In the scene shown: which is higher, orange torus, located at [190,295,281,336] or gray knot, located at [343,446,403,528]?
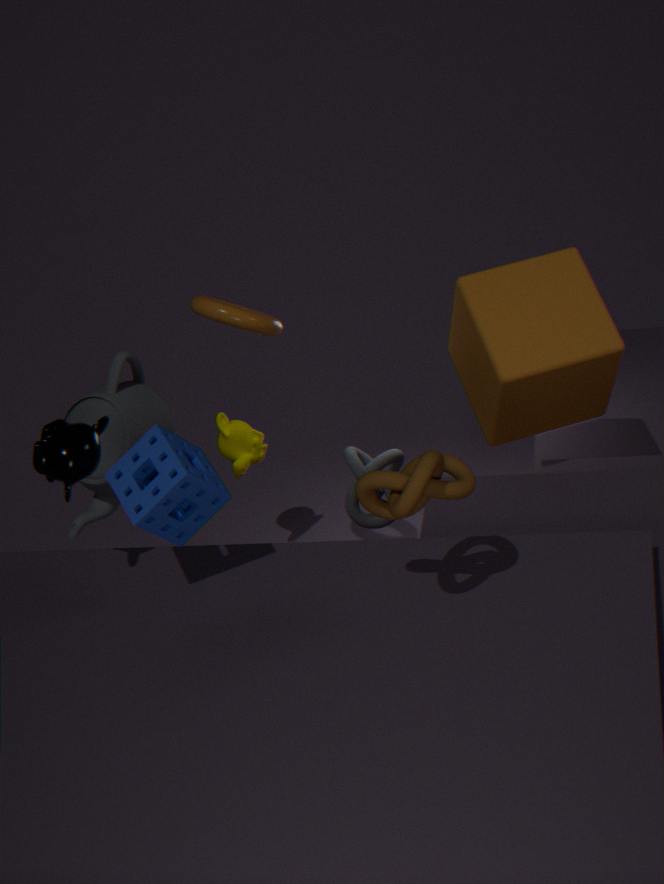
orange torus, located at [190,295,281,336]
